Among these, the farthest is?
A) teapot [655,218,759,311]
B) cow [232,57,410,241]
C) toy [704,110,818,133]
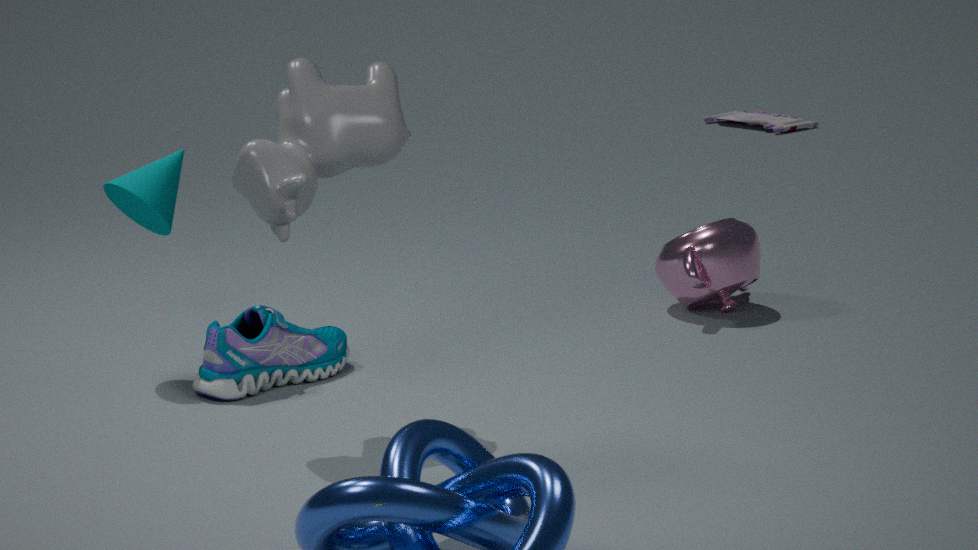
toy [704,110,818,133]
